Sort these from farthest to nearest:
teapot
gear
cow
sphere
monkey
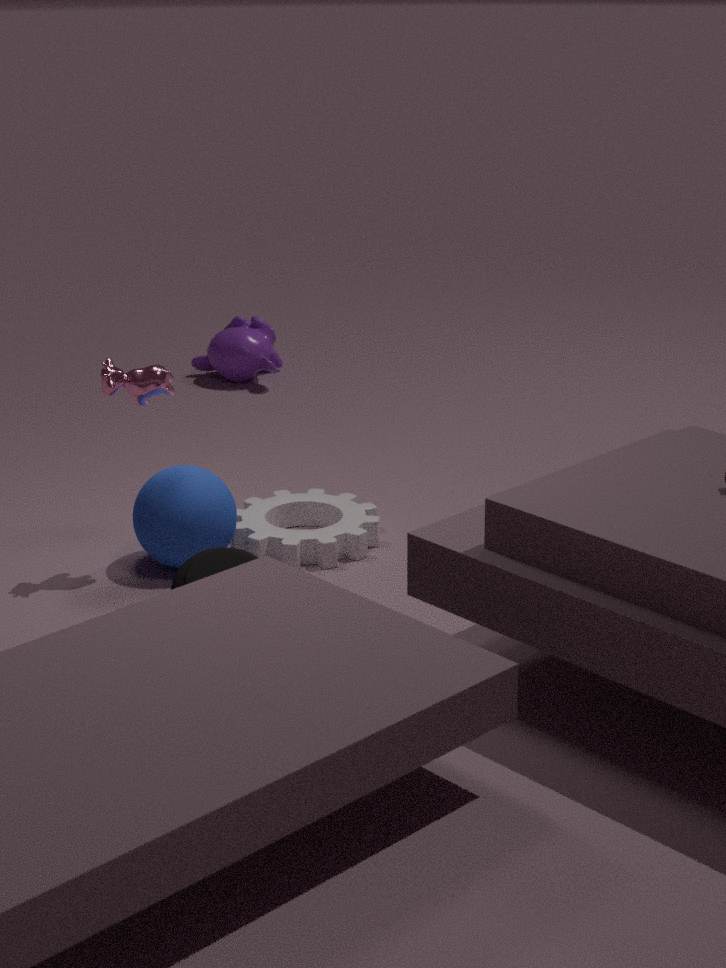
monkey
gear
sphere
cow
teapot
